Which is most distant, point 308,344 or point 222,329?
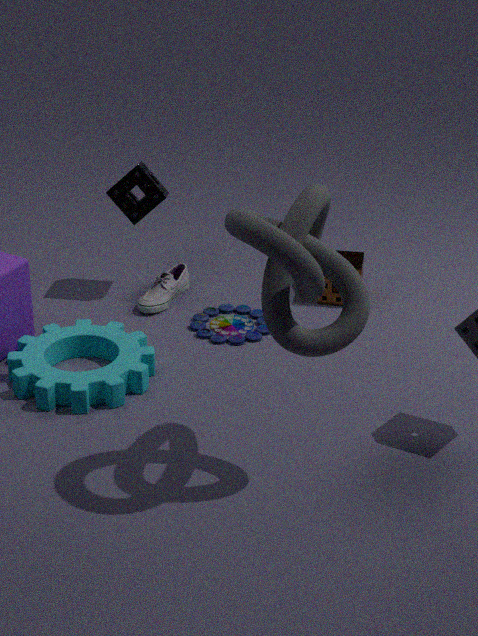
point 222,329
